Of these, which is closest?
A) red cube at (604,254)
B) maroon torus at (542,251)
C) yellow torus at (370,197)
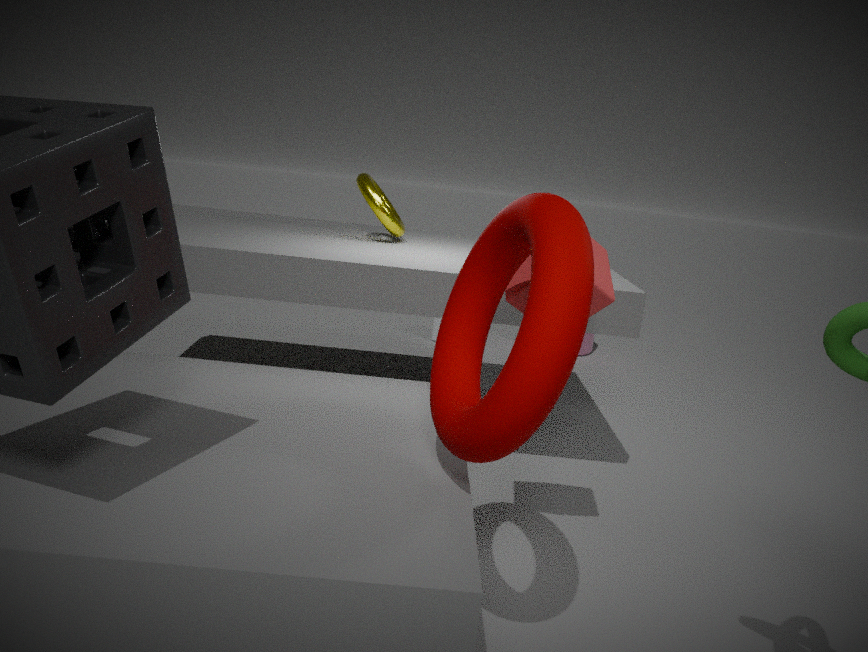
maroon torus at (542,251)
